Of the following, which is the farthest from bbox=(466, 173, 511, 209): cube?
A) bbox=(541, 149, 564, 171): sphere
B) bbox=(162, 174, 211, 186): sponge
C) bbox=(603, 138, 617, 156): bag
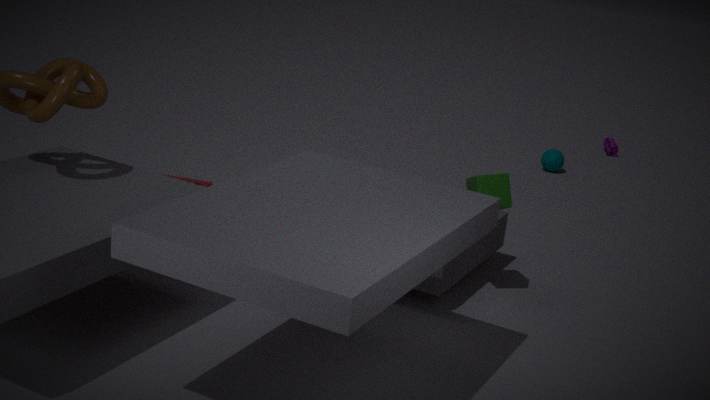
bbox=(603, 138, 617, 156): bag
